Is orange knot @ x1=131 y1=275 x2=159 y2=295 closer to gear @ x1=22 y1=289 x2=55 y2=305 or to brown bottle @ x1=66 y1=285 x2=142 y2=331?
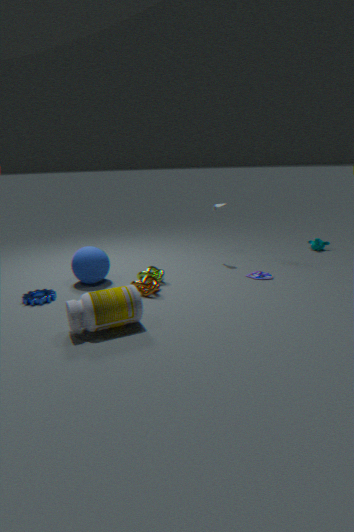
brown bottle @ x1=66 y1=285 x2=142 y2=331
